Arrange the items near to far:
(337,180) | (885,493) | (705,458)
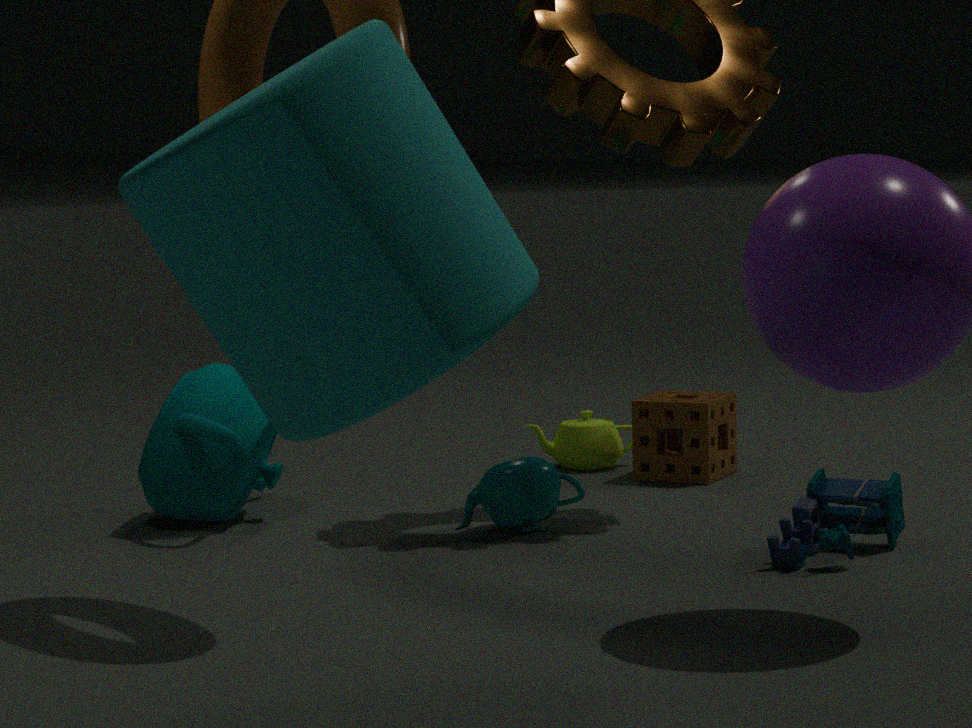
(337,180)
(885,493)
(705,458)
